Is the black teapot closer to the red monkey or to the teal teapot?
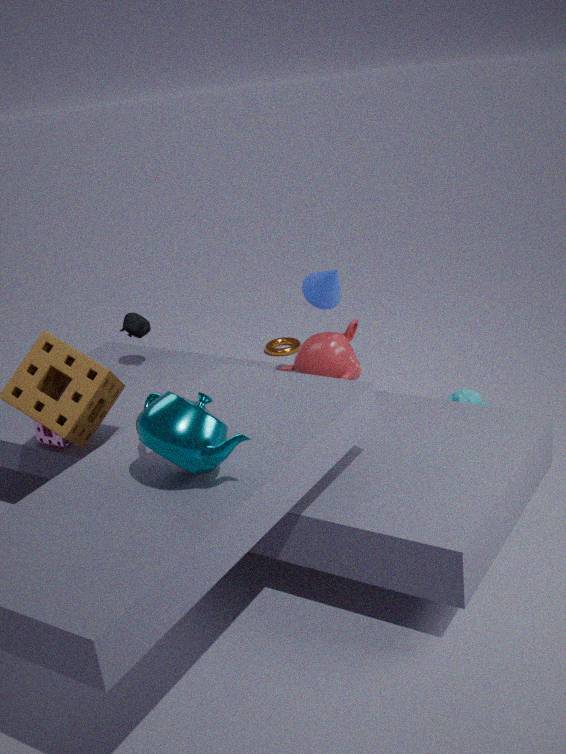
the red monkey
